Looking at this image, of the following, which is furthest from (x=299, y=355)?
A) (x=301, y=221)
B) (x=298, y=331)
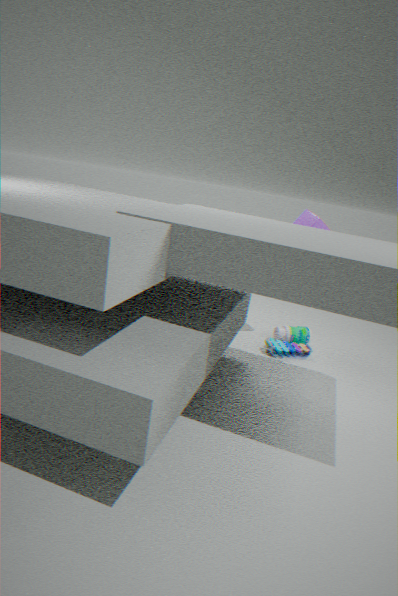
(x=301, y=221)
